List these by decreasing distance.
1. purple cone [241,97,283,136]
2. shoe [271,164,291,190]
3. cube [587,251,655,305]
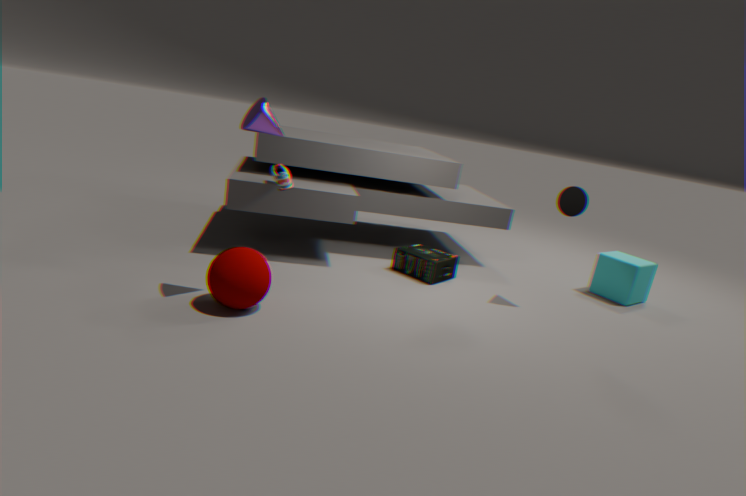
1. cube [587,251,655,305]
2. shoe [271,164,291,190]
3. purple cone [241,97,283,136]
